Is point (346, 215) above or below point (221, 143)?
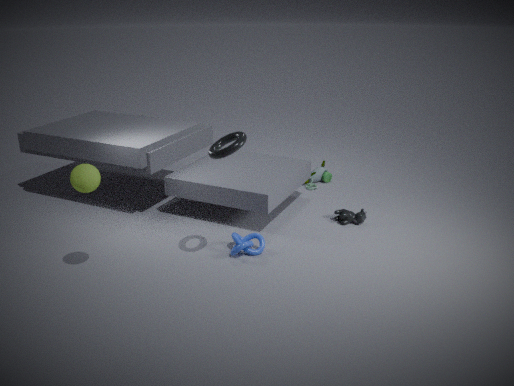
below
